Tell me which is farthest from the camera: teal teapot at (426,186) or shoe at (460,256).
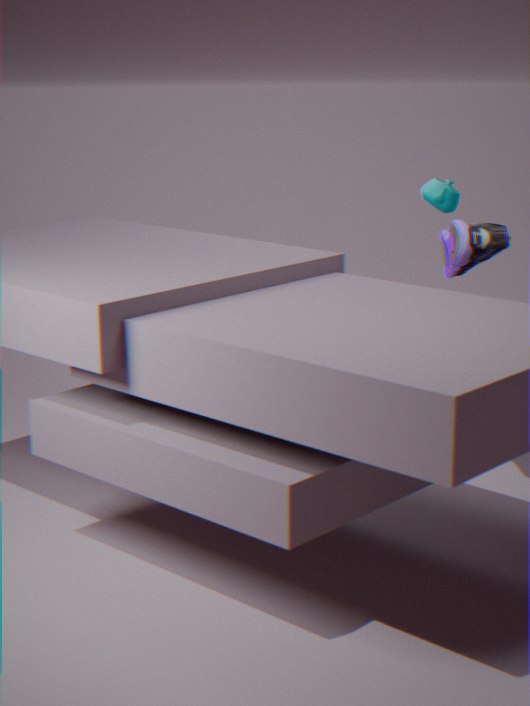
teal teapot at (426,186)
